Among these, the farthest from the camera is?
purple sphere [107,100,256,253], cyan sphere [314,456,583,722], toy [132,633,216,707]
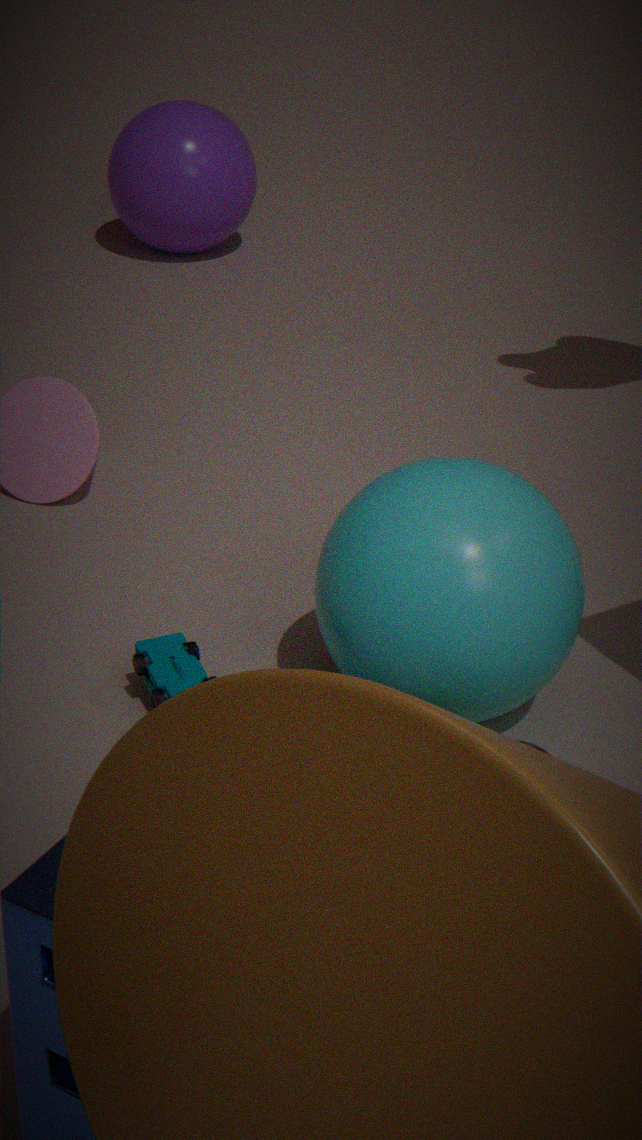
purple sphere [107,100,256,253]
